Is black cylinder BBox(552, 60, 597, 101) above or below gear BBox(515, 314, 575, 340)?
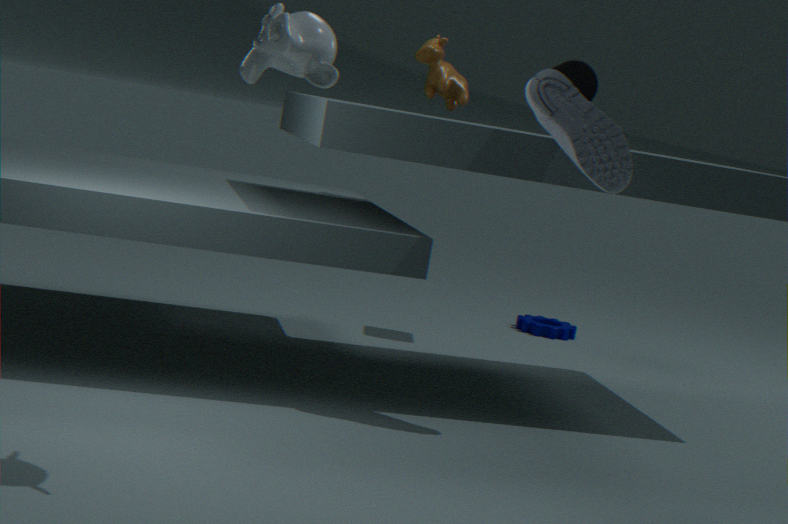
above
